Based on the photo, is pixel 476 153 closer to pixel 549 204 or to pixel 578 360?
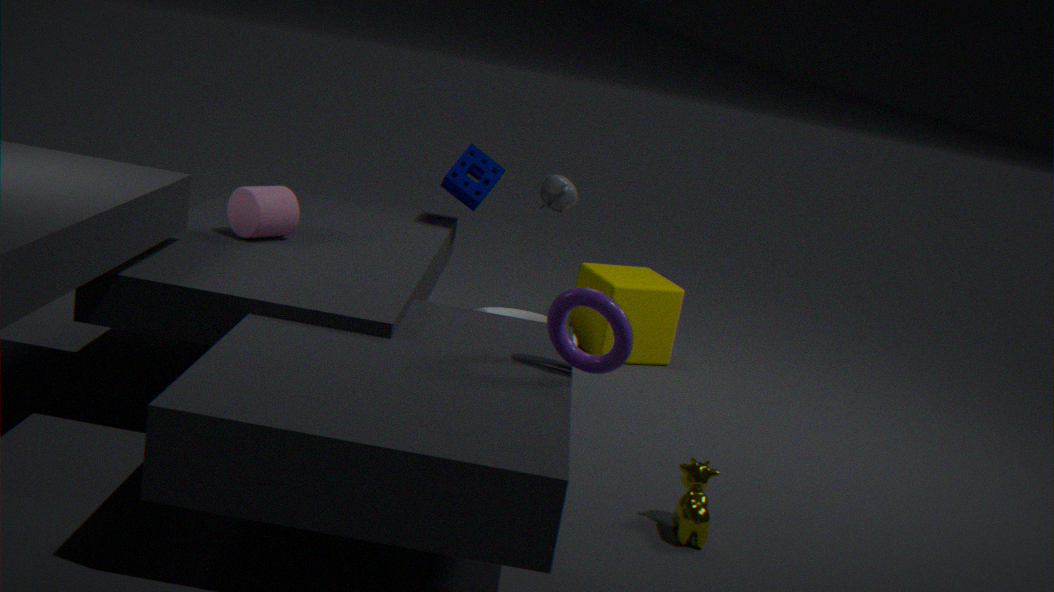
pixel 549 204
